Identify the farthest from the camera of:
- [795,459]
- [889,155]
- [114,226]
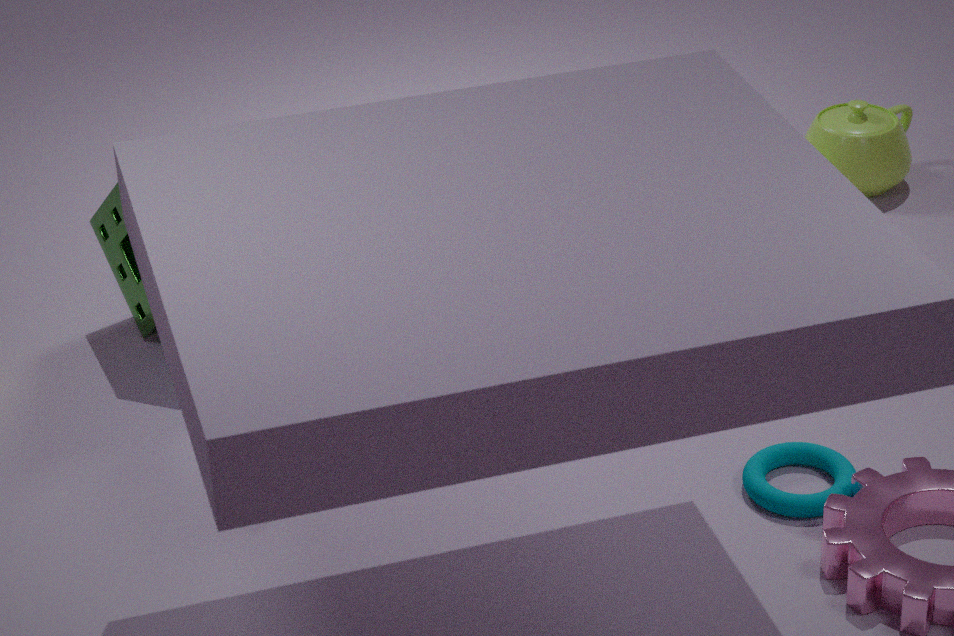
[889,155]
